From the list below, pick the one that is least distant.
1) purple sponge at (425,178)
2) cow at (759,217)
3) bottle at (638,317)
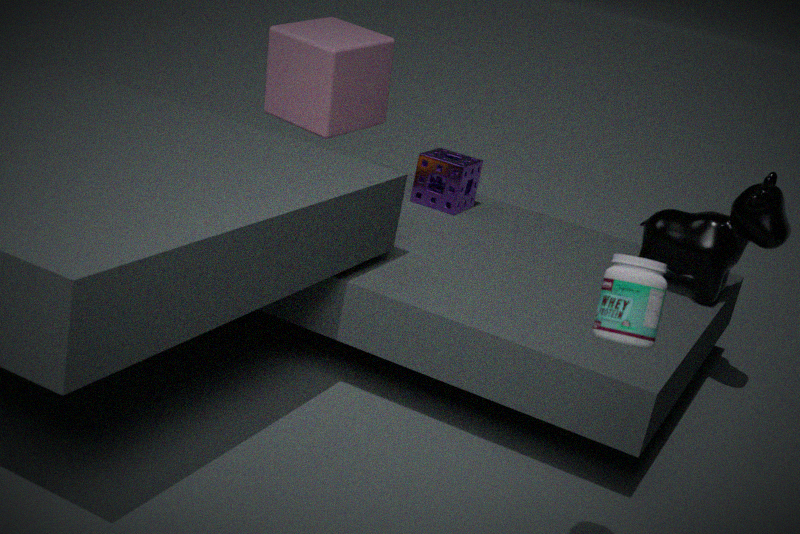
3. bottle at (638,317)
